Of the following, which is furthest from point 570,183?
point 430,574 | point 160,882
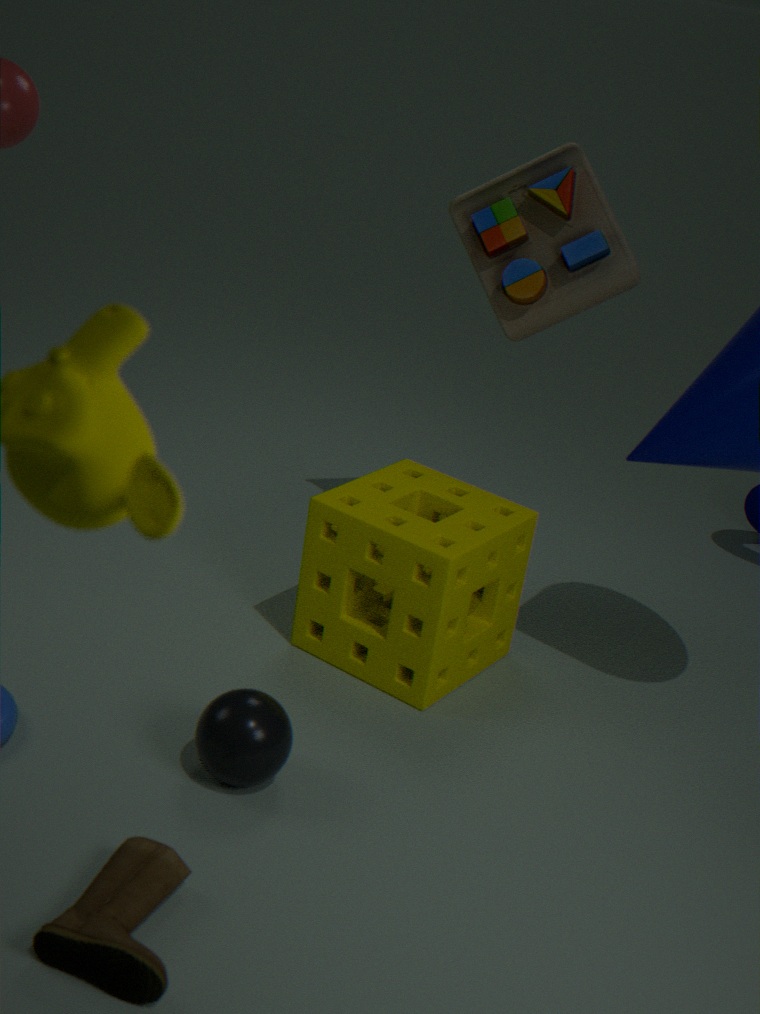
point 160,882
